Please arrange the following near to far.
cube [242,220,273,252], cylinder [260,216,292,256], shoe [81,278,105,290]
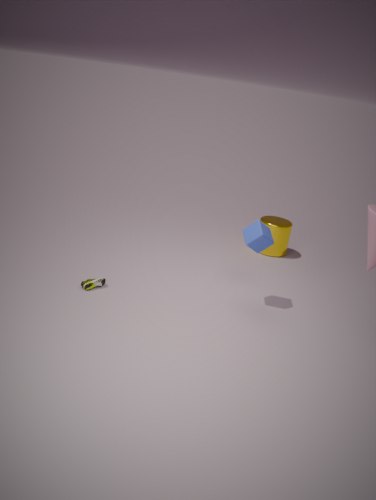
cube [242,220,273,252], shoe [81,278,105,290], cylinder [260,216,292,256]
